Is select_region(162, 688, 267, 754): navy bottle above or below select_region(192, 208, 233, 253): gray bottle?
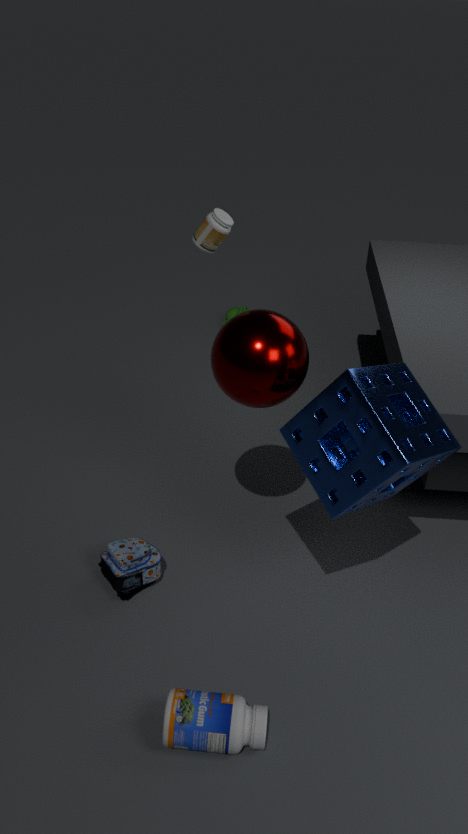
below
